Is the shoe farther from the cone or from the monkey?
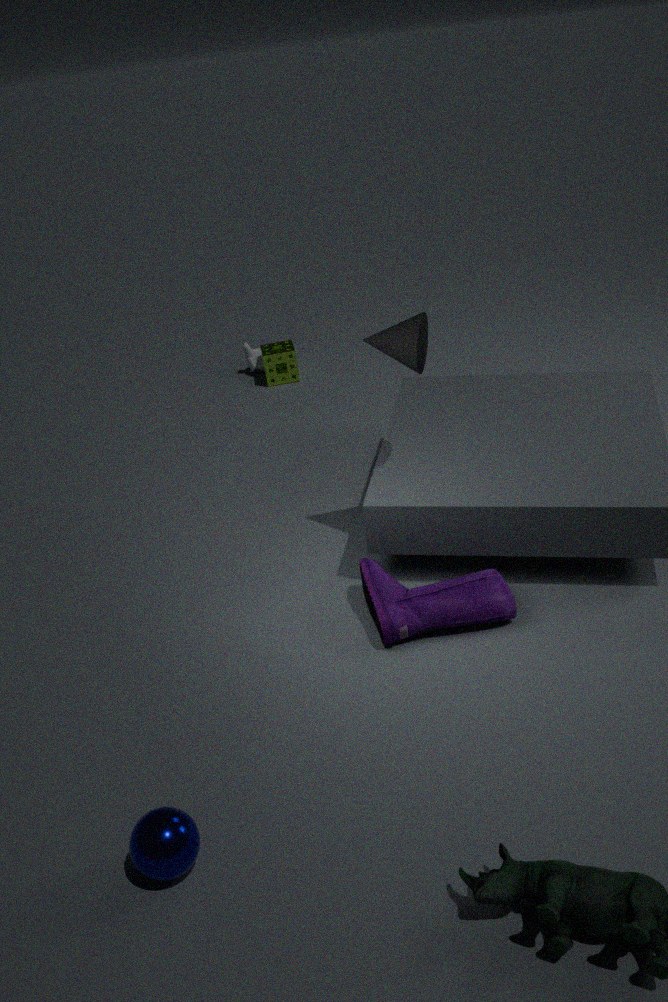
the monkey
